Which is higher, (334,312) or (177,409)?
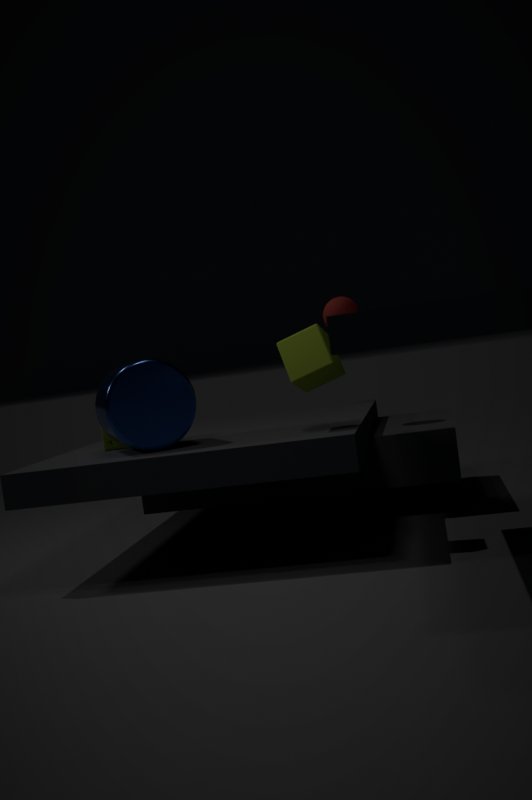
(334,312)
